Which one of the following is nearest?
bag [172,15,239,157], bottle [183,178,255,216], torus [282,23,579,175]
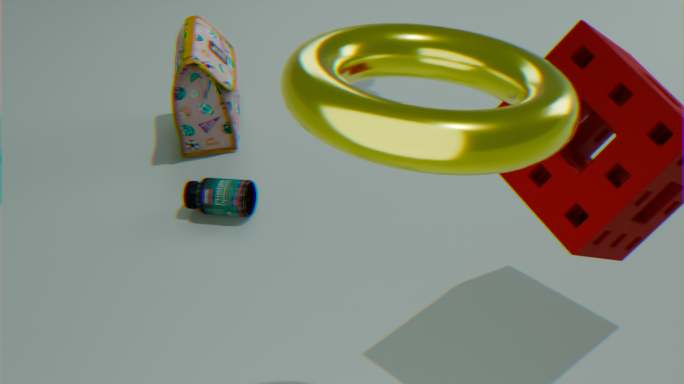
torus [282,23,579,175]
